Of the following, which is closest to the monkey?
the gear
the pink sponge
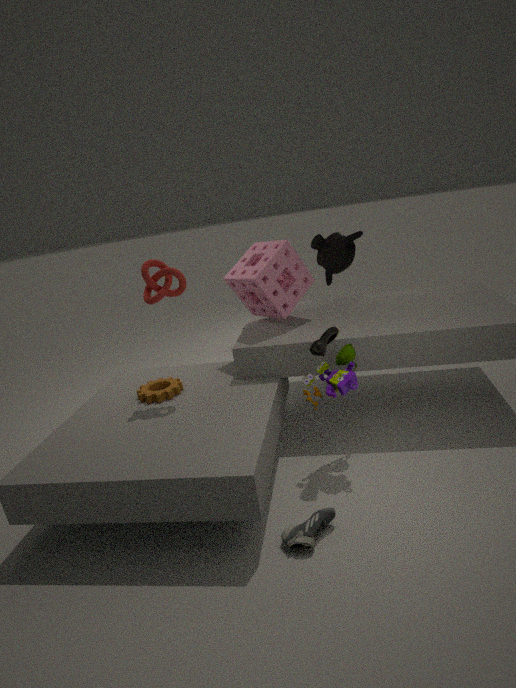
the pink sponge
